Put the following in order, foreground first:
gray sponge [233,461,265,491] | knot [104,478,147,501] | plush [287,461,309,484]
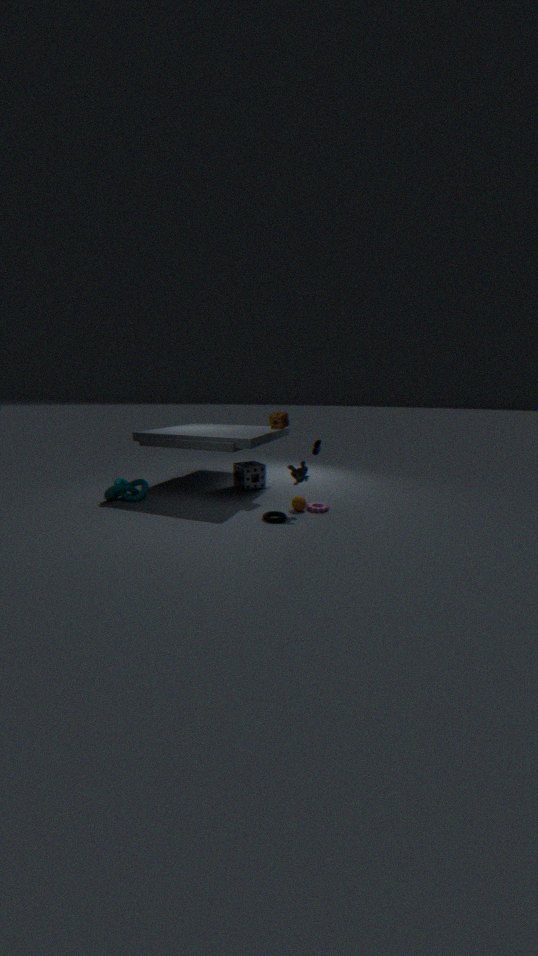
plush [287,461,309,484] → knot [104,478,147,501] → gray sponge [233,461,265,491]
